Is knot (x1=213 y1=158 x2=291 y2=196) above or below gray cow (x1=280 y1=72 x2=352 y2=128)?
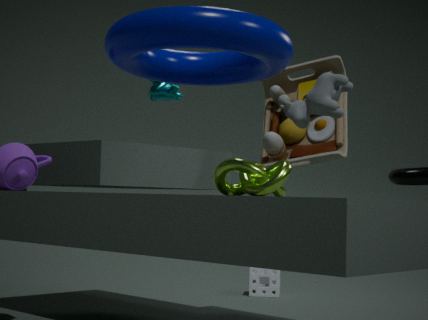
below
